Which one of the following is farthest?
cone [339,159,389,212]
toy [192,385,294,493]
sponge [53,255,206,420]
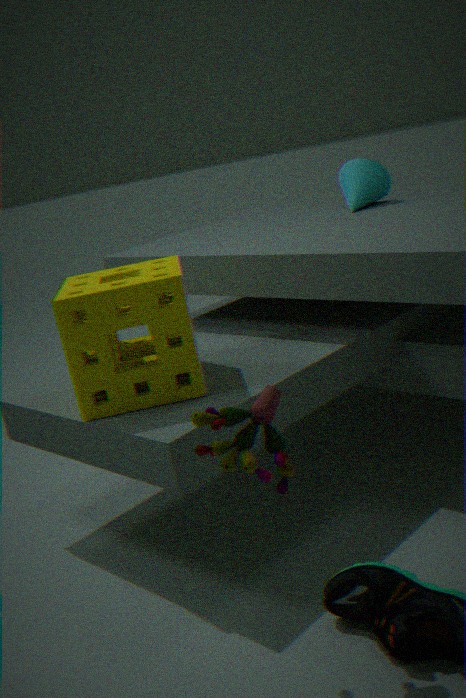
cone [339,159,389,212]
